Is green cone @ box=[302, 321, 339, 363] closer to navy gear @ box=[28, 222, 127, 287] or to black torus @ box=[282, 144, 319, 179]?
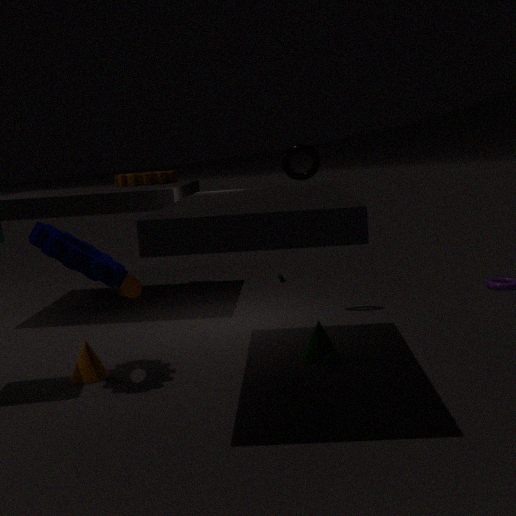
navy gear @ box=[28, 222, 127, 287]
